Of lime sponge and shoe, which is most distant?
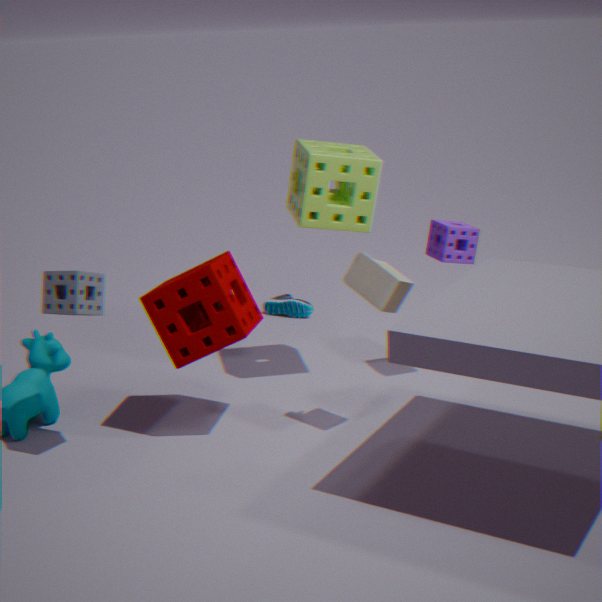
Result: shoe
